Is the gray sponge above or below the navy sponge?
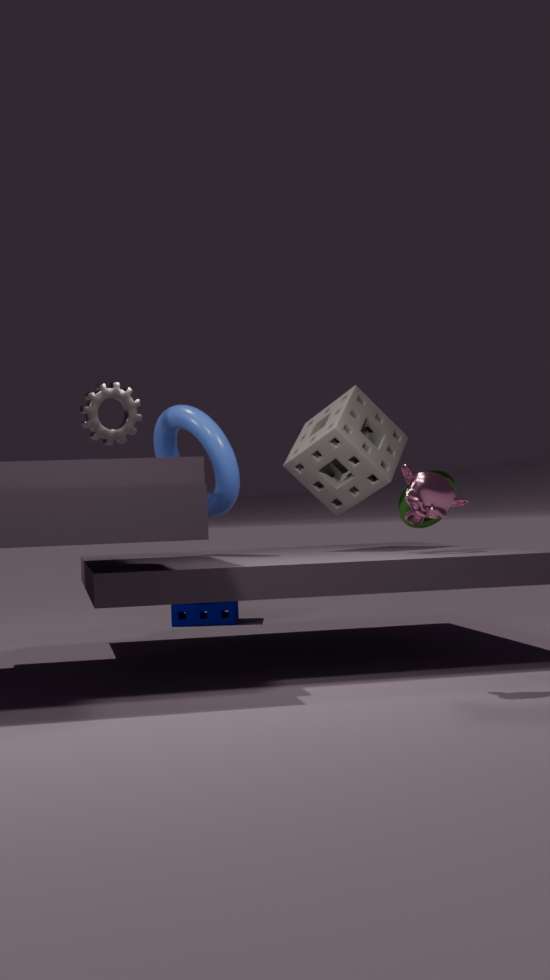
above
